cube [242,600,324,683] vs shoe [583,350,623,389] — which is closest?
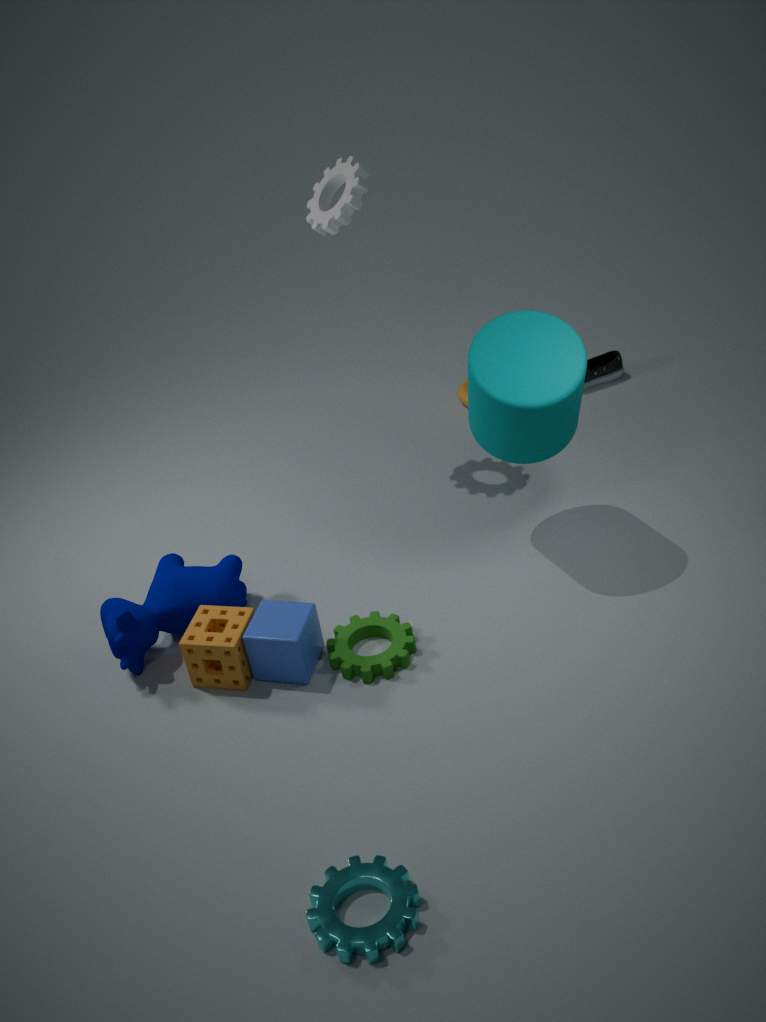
cube [242,600,324,683]
